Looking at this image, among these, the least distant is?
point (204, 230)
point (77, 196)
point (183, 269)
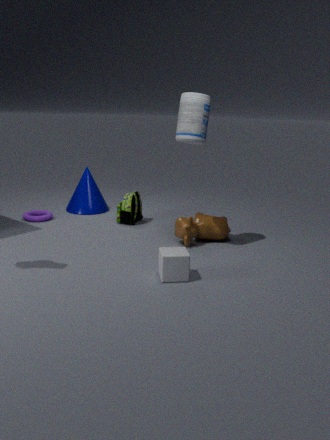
point (183, 269)
